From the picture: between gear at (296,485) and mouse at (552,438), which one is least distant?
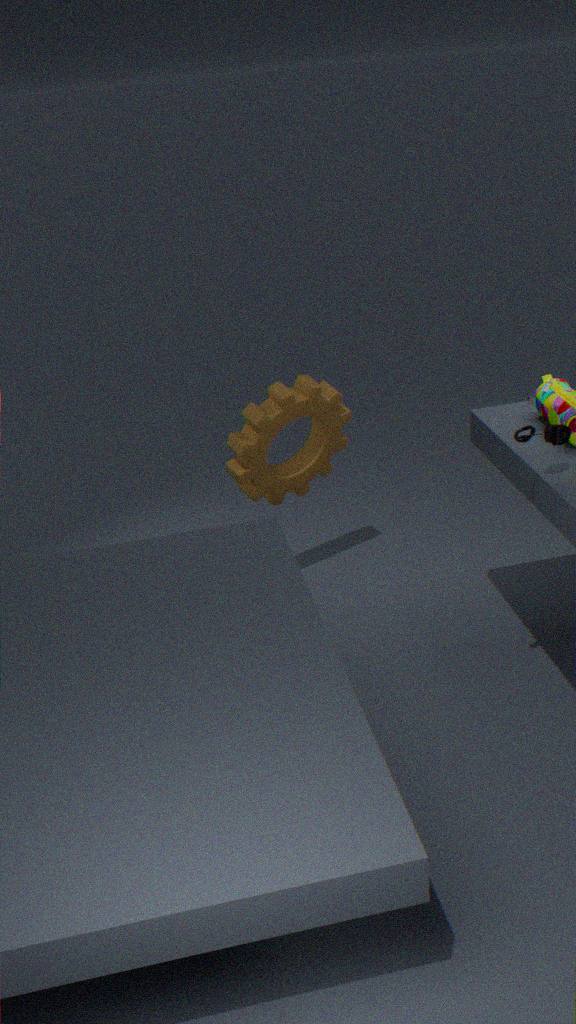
mouse at (552,438)
